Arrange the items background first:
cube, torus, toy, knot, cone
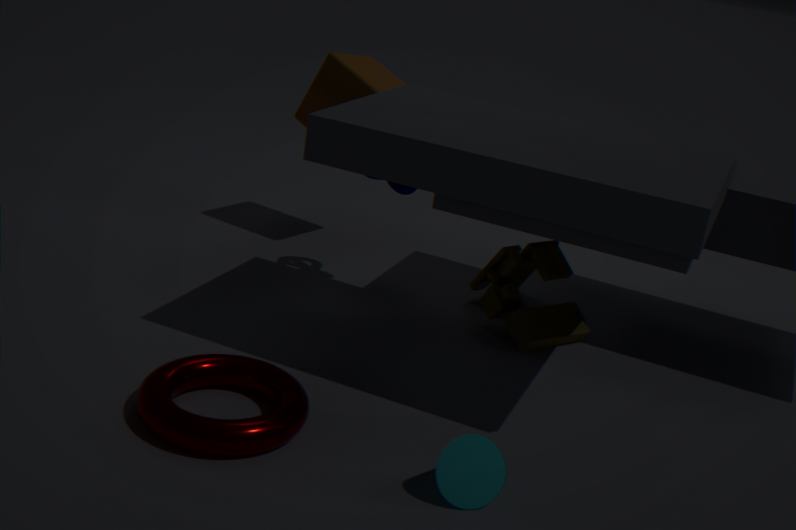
1. cube
2. knot
3. toy
4. torus
5. cone
